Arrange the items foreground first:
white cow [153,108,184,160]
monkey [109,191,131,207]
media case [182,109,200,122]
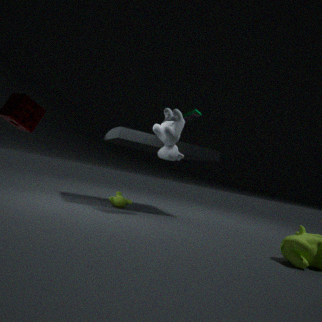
white cow [153,108,184,160] < monkey [109,191,131,207] < media case [182,109,200,122]
